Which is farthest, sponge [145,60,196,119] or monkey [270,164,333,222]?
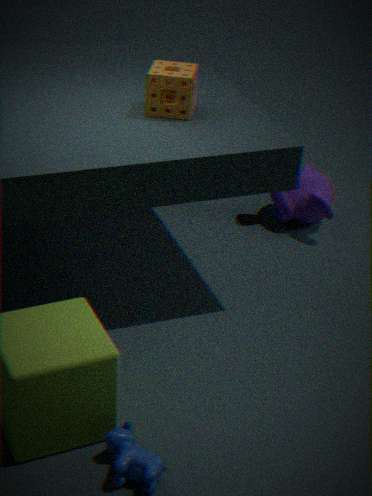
monkey [270,164,333,222]
